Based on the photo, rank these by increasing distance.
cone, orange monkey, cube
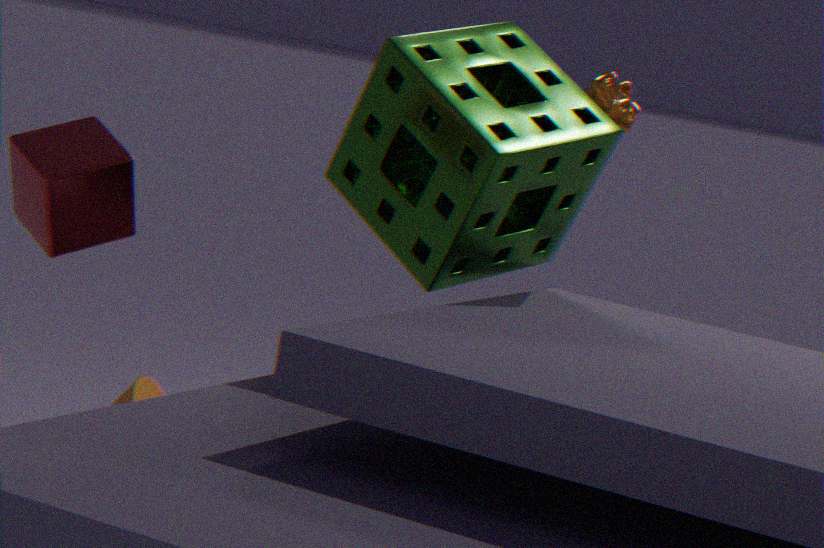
1. cube
2. orange monkey
3. cone
